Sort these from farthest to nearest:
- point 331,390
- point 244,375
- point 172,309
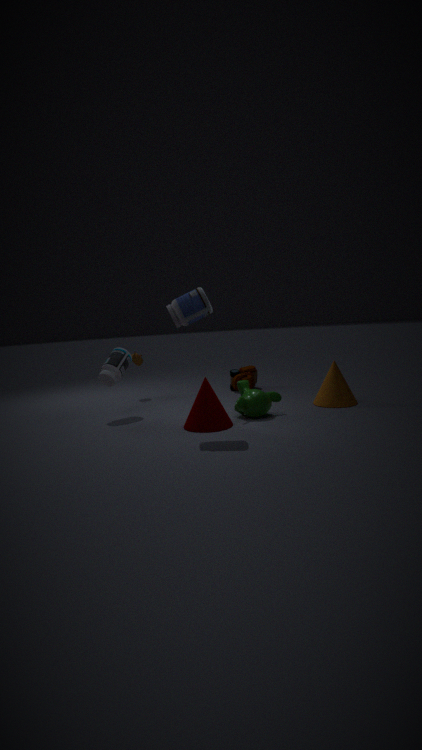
point 244,375
point 331,390
point 172,309
